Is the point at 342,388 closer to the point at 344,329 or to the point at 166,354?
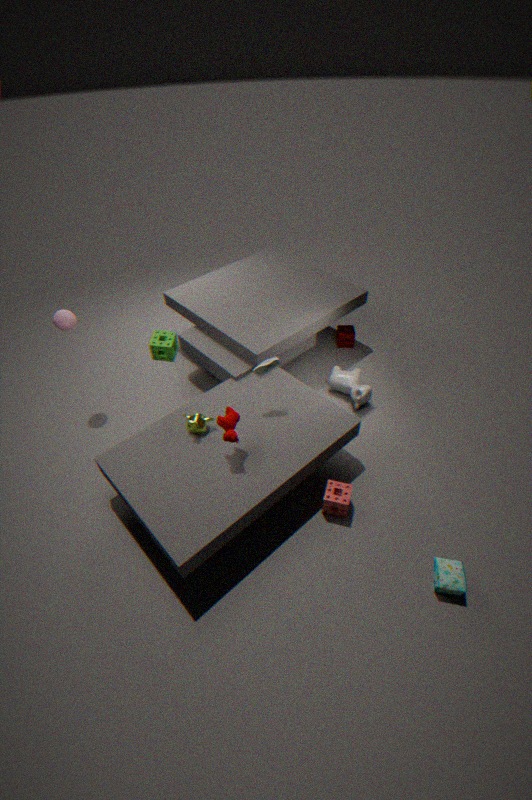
the point at 344,329
